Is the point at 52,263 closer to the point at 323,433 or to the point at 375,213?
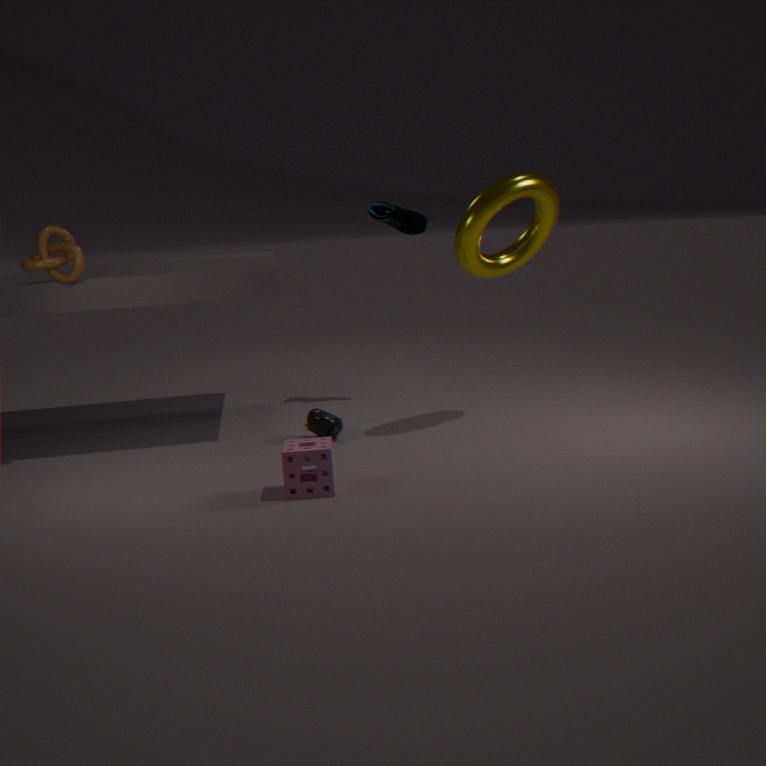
the point at 323,433
